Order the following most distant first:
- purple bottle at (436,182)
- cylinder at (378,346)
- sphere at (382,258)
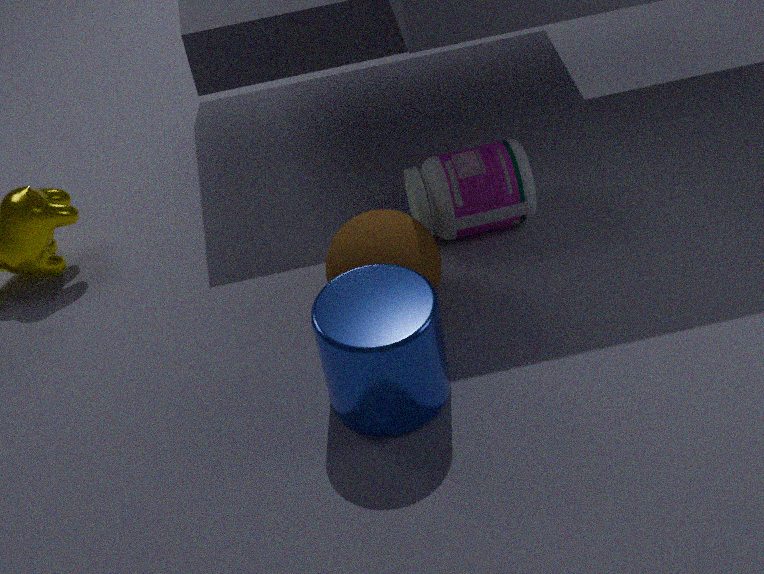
purple bottle at (436,182)
sphere at (382,258)
cylinder at (378,346)
